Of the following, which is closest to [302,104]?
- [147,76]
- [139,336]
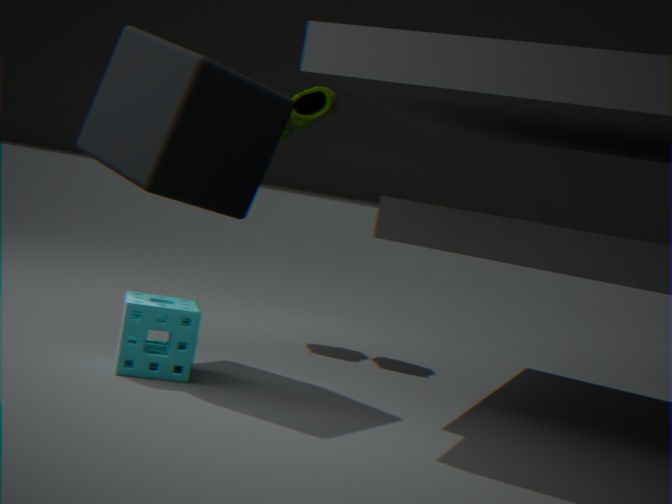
[147,76]
